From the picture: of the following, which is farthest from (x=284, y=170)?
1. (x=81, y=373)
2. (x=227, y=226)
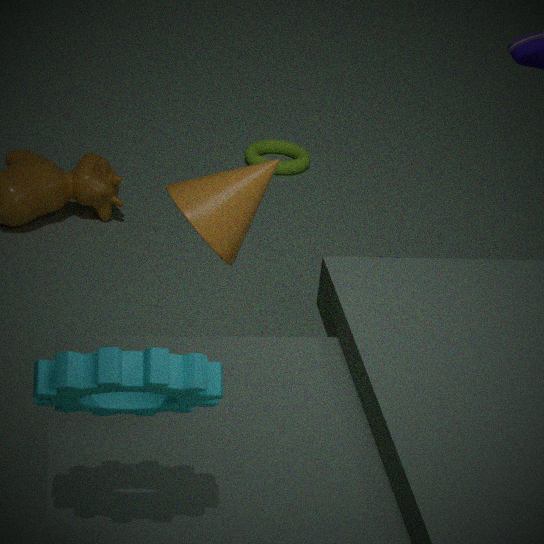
(x=81, y=373)
